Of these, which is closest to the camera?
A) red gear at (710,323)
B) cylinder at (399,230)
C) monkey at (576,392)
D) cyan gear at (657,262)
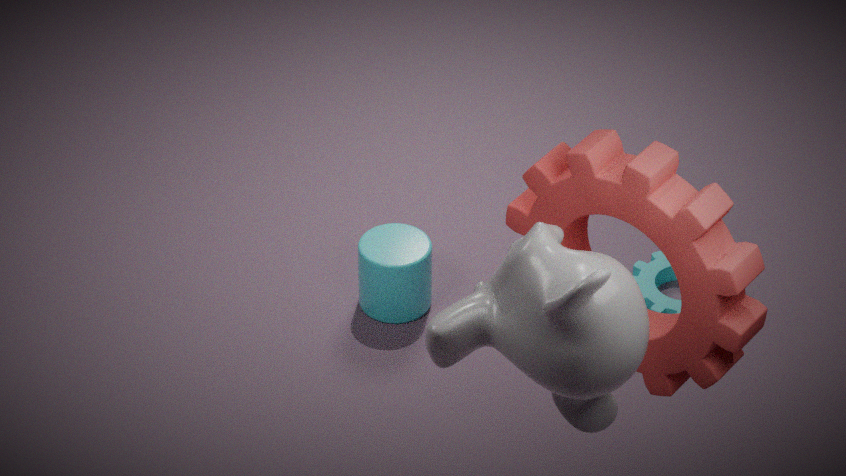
monkey at (576,392)
